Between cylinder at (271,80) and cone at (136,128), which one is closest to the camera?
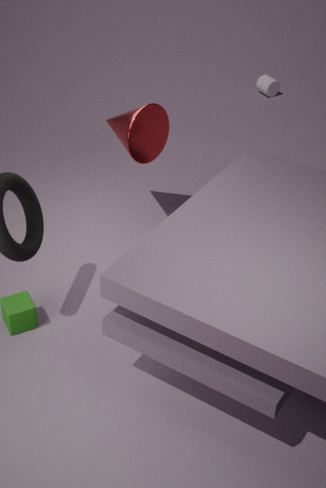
cone at (136,128)
